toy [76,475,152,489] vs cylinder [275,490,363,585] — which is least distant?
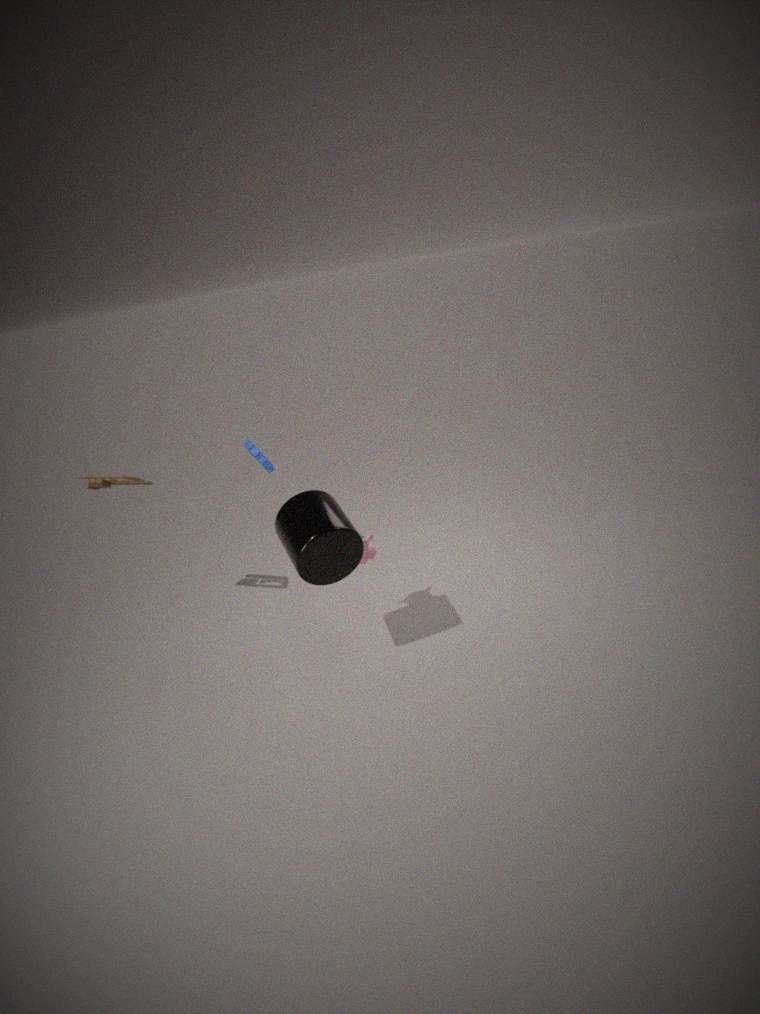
cylinder [275,490,363,585]
